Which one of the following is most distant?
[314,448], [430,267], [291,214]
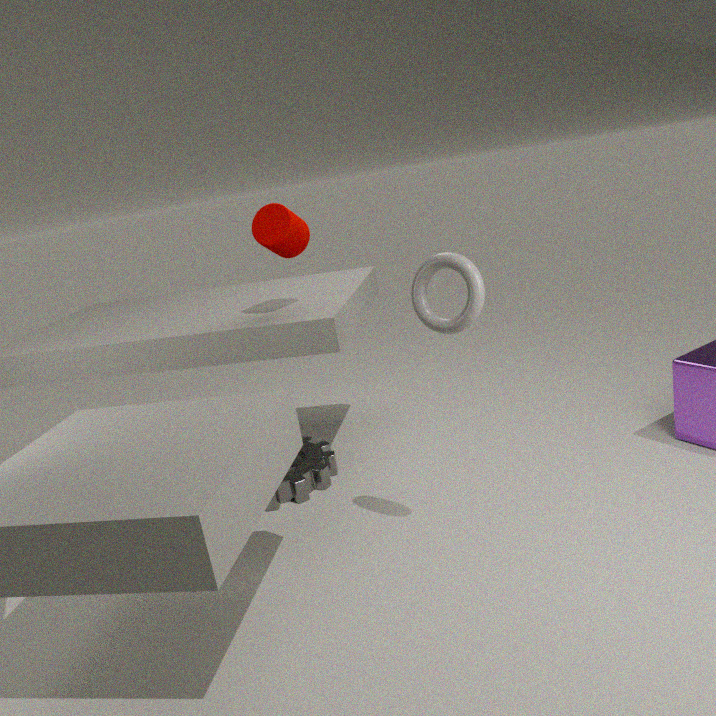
[314,448]
